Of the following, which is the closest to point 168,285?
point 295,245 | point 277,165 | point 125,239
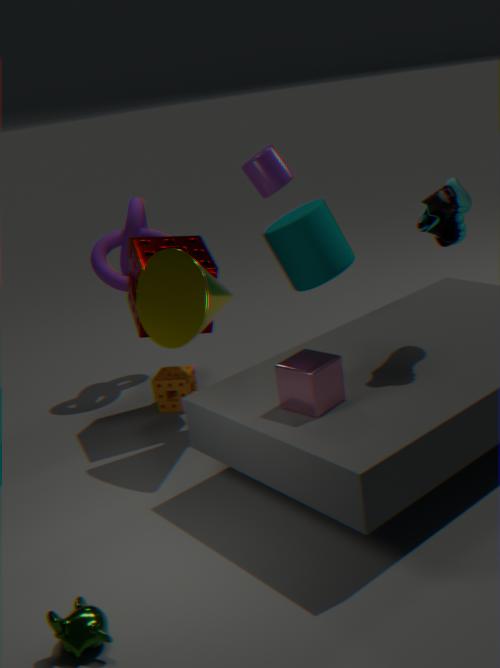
point 277,165
